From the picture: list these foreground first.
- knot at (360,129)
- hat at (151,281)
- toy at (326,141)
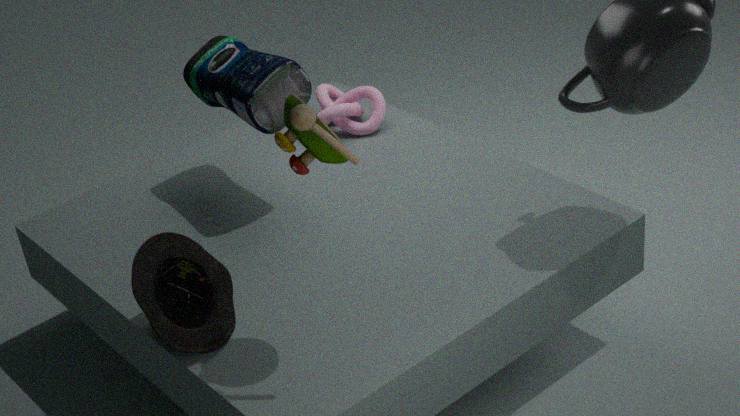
toy at (326,141)
hat at (151,281)
knot at (360,129)
